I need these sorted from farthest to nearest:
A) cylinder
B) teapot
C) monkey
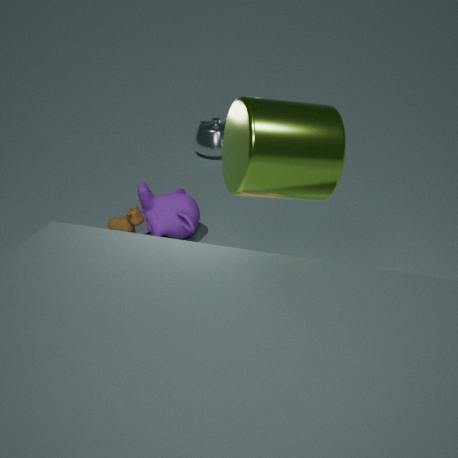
teapot → monkey → cylinder
